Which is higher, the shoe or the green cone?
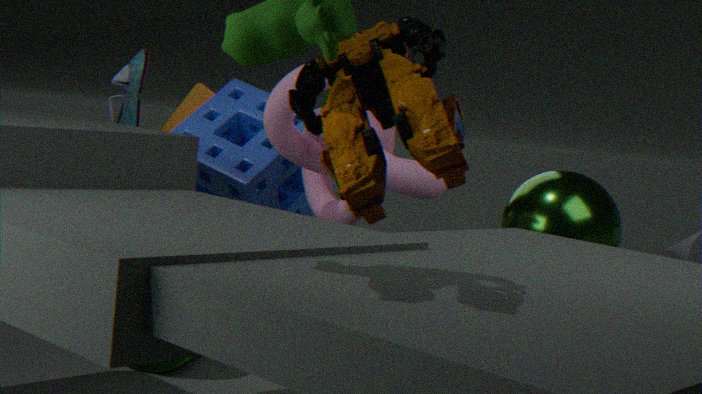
the shoe
